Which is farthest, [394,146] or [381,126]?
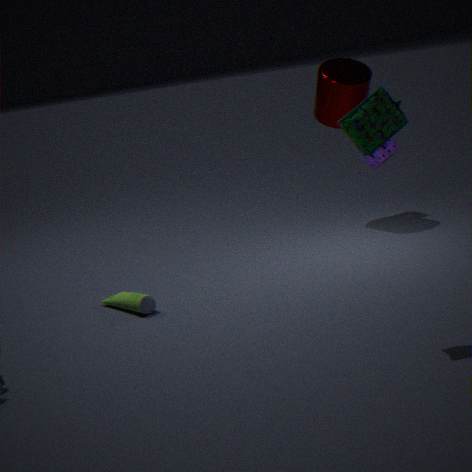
[394,146]
